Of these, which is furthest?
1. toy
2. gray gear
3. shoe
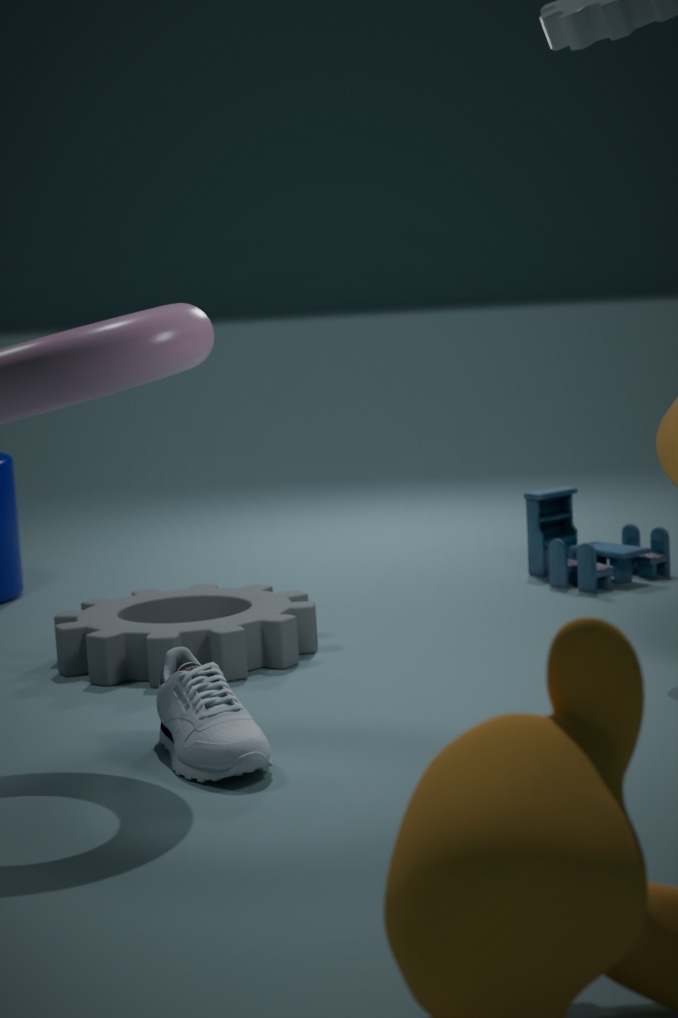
toy
